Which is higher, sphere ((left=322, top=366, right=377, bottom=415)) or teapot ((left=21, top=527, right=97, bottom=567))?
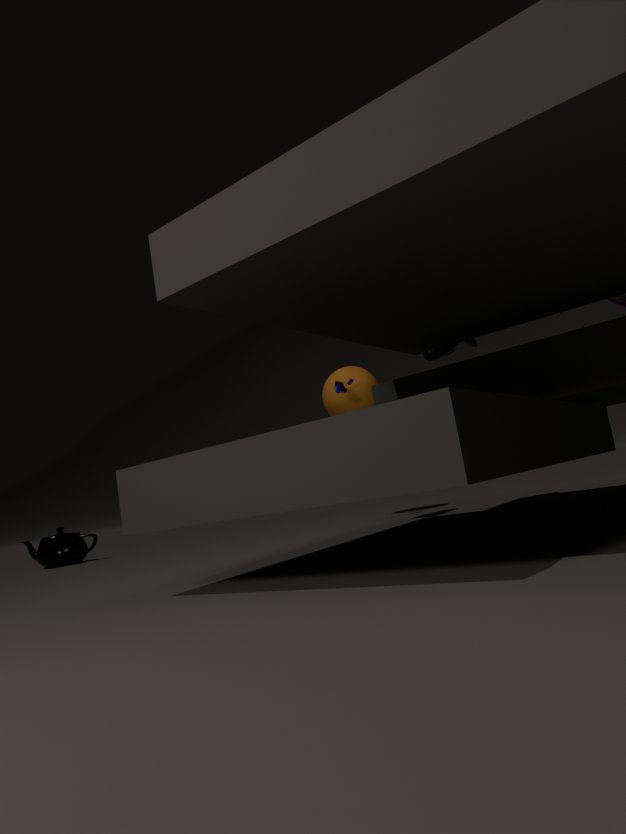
sphere ((left=322, top=366, right=377, bottom=415))
